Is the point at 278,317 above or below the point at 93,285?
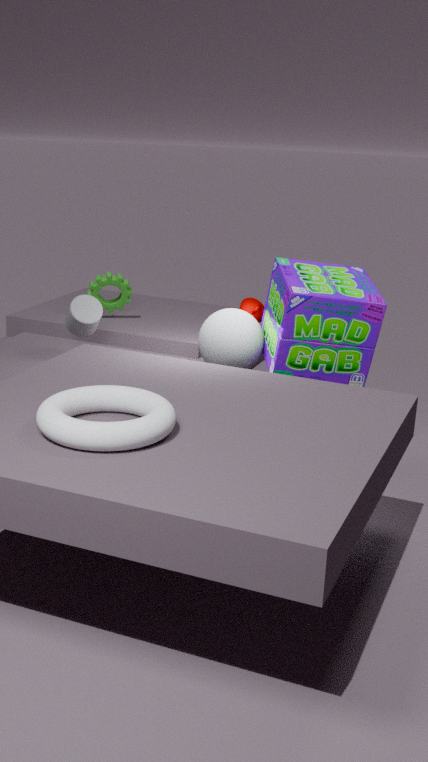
above
